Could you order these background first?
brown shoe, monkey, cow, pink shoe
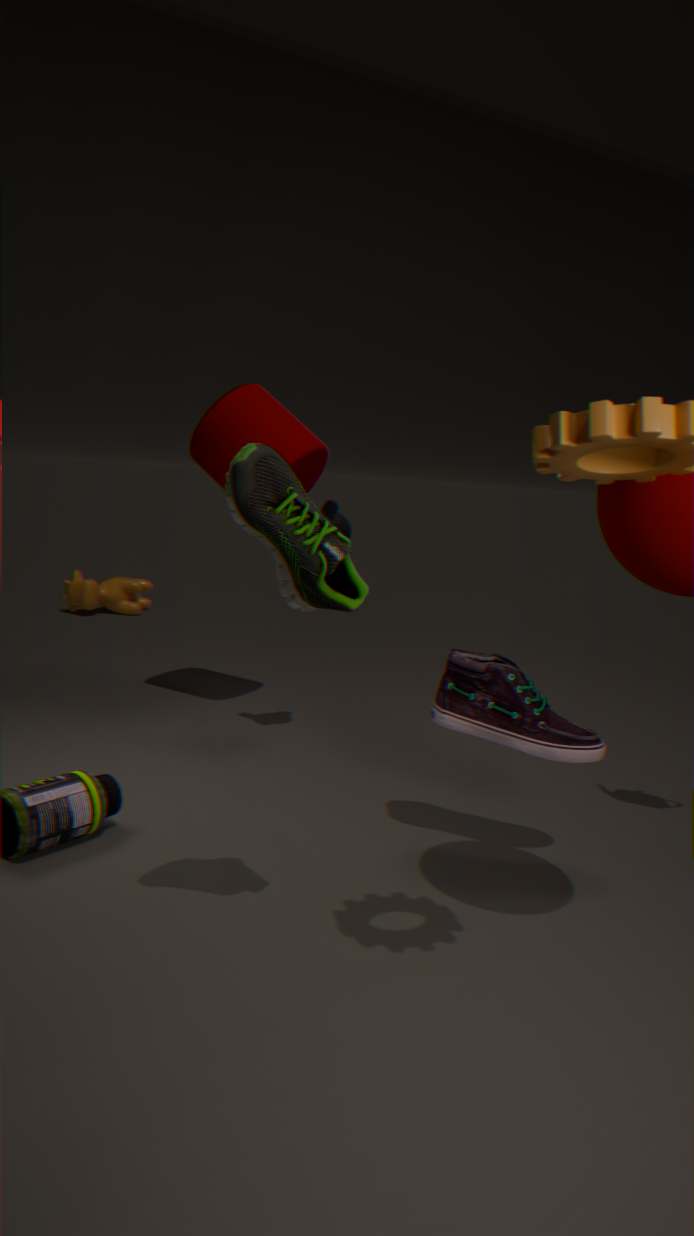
cow → monkey → pink shoe → brown shoe
